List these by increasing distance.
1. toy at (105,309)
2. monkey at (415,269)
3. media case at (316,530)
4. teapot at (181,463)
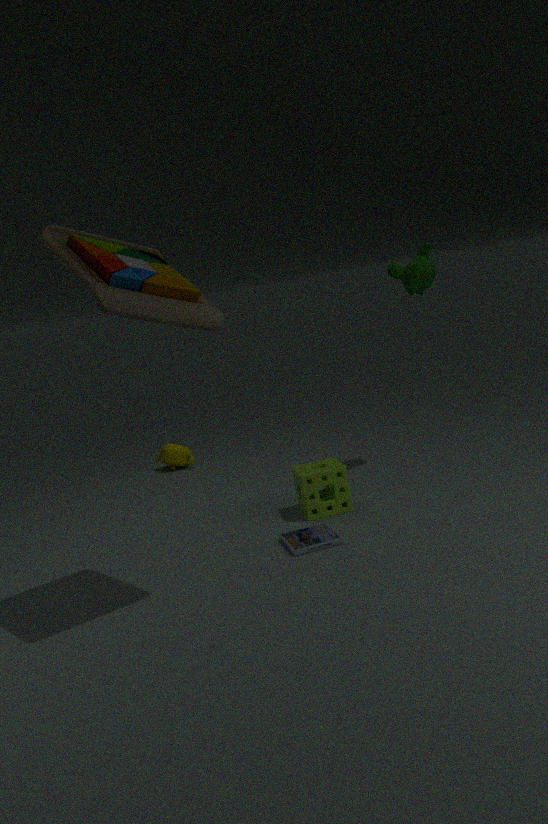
toy at (105,309), media case at (316,530), monkey at (415,269), teapot at (181,463)
